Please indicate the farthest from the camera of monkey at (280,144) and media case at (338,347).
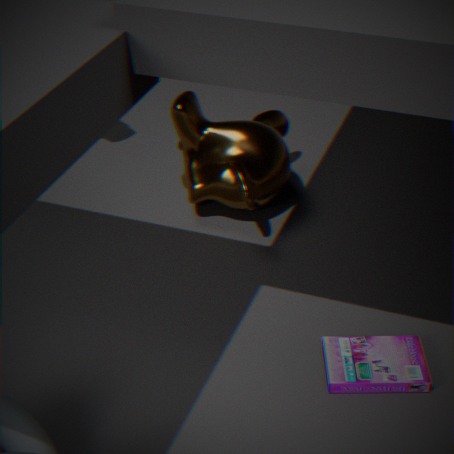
monkey at (280,144)
